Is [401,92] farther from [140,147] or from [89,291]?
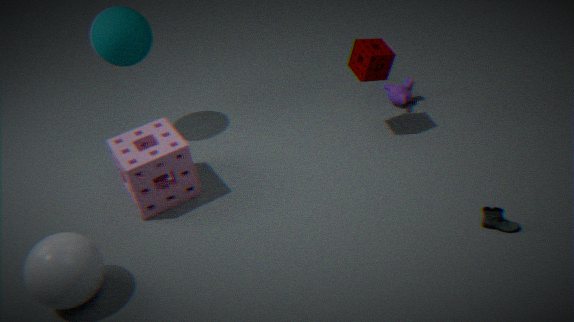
[89,291]
